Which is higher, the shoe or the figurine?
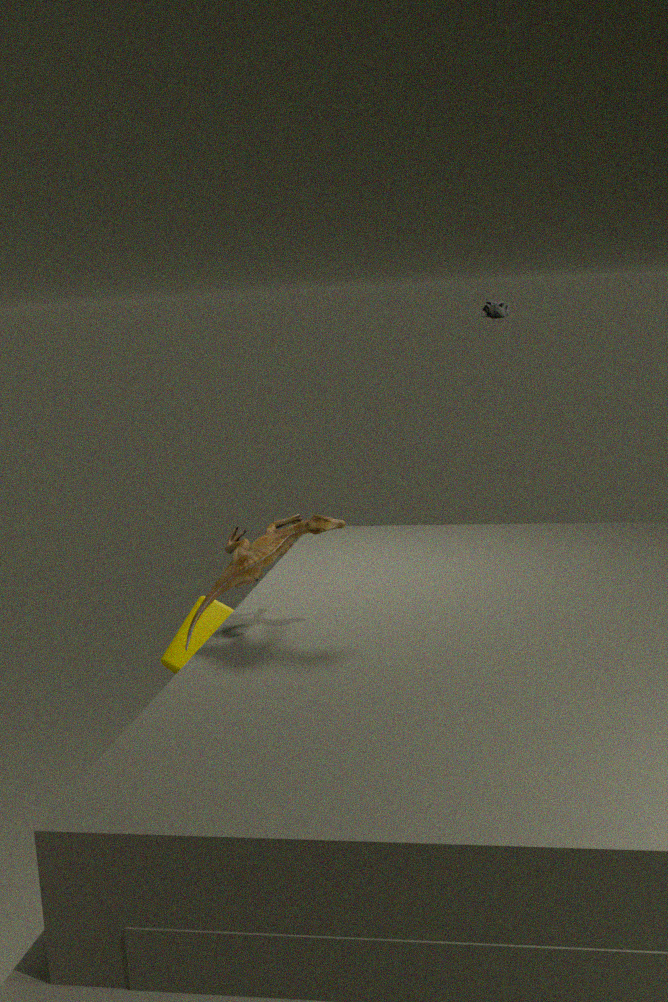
the figurine
